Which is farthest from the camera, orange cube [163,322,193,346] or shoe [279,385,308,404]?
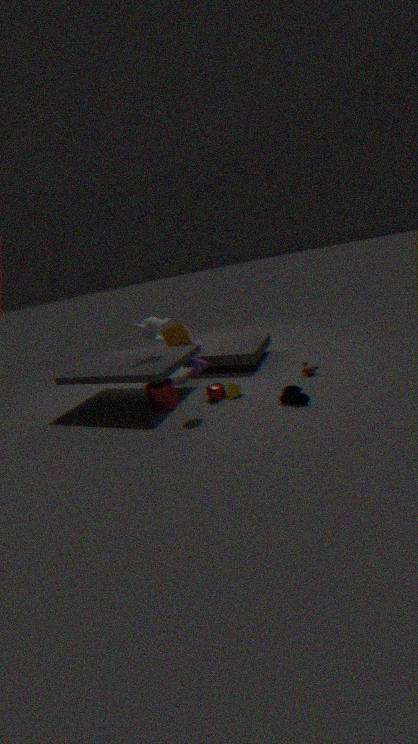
orange cube [163,322,193,346]
